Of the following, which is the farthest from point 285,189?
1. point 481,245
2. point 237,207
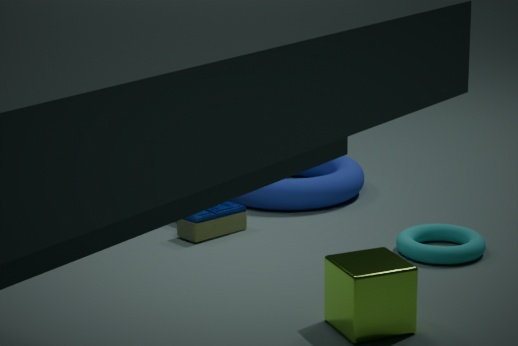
point 481,245
